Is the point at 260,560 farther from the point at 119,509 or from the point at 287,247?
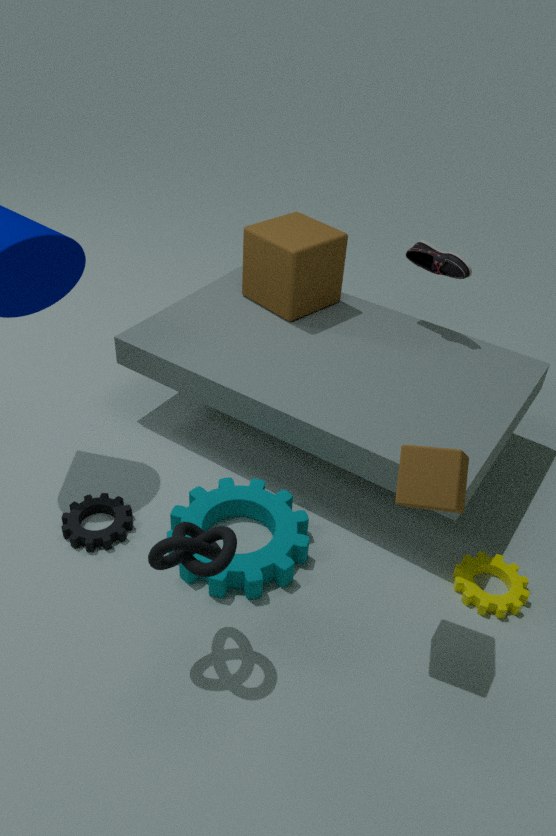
the point at 287,247
